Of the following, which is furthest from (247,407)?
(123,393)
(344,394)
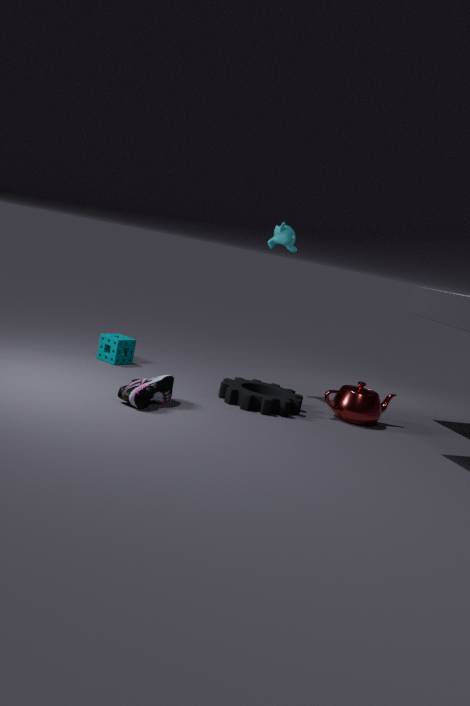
(123,393)
